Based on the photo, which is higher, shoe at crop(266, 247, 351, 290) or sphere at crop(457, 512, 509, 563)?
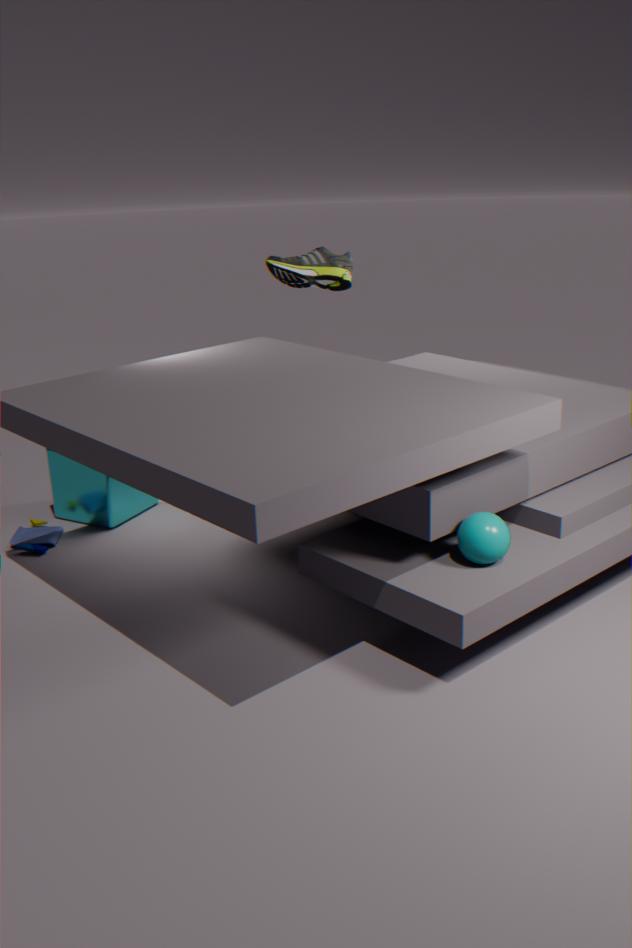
shoe at crop(266, 247, 351, 290)
